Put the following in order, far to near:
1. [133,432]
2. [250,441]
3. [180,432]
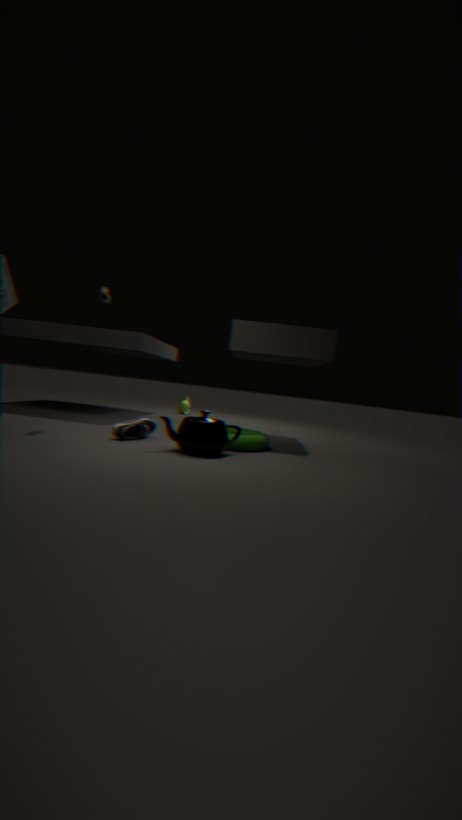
1. [133,432]
2. [250,441]
3. [180,432]
